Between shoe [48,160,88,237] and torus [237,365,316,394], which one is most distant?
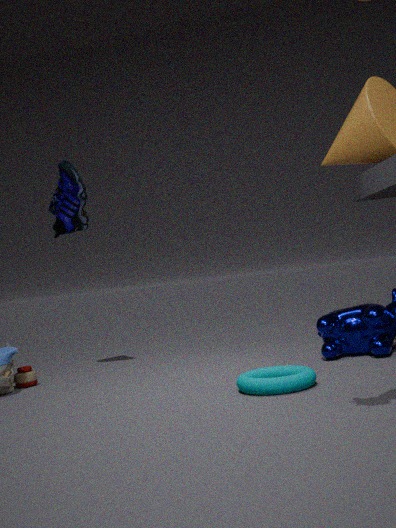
shoe [48,160,88,237]
